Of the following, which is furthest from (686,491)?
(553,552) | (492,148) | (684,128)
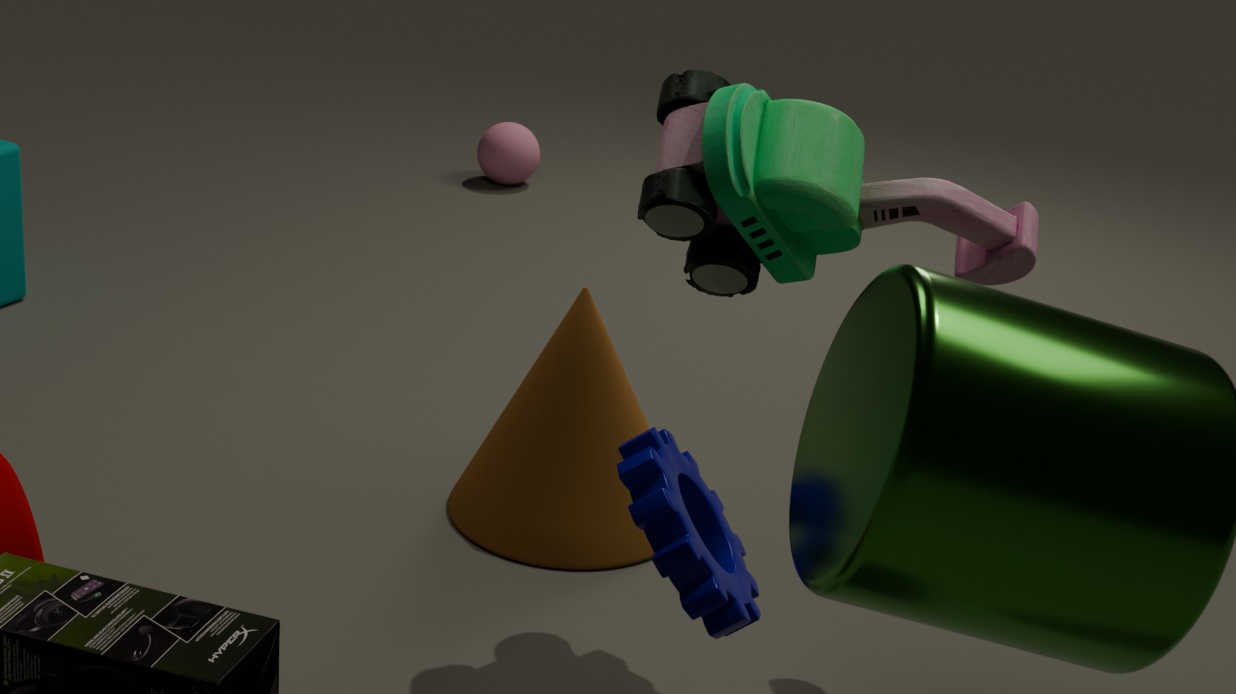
(492,148)
